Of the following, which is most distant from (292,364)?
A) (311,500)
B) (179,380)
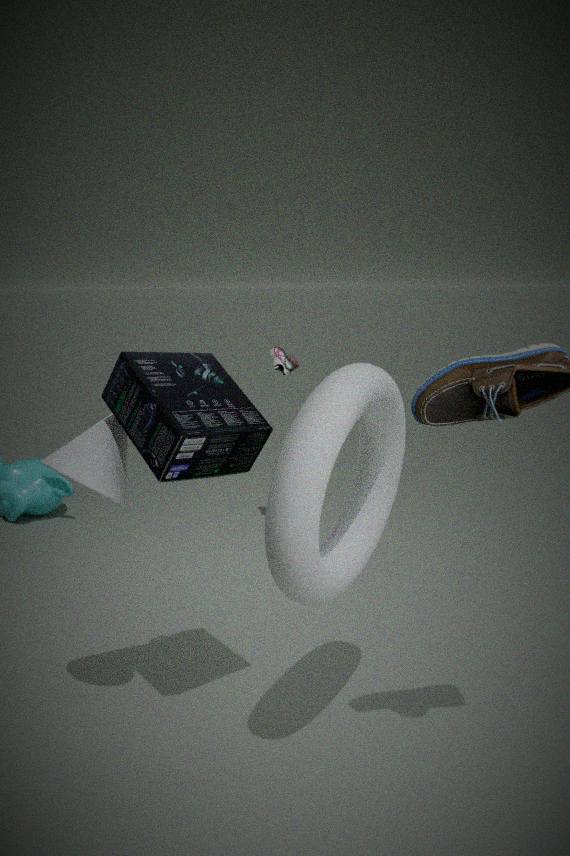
(311,500)
